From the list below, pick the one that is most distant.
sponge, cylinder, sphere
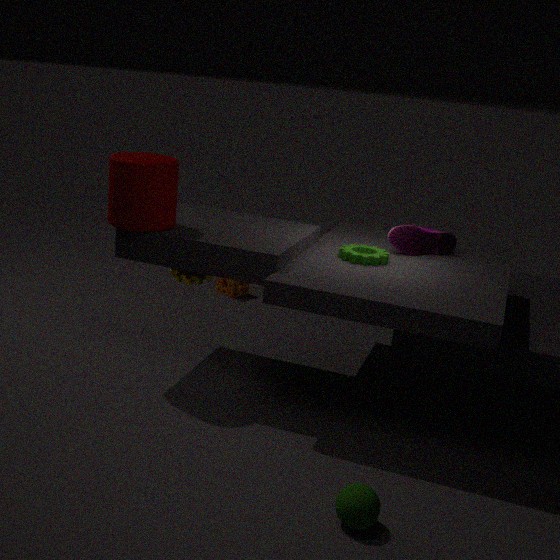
sponge
